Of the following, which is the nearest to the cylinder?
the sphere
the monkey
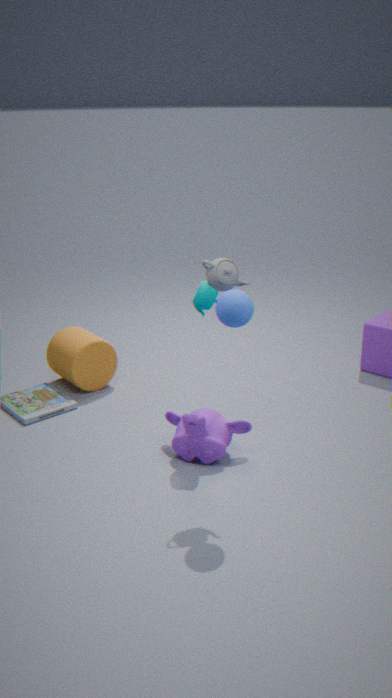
the monkey
